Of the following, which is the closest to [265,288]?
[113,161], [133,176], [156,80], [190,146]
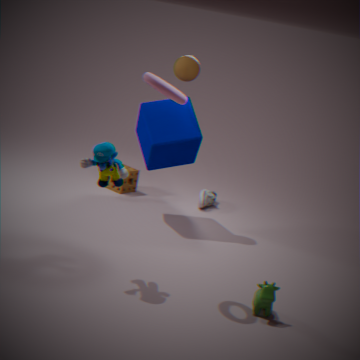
[113,161]
